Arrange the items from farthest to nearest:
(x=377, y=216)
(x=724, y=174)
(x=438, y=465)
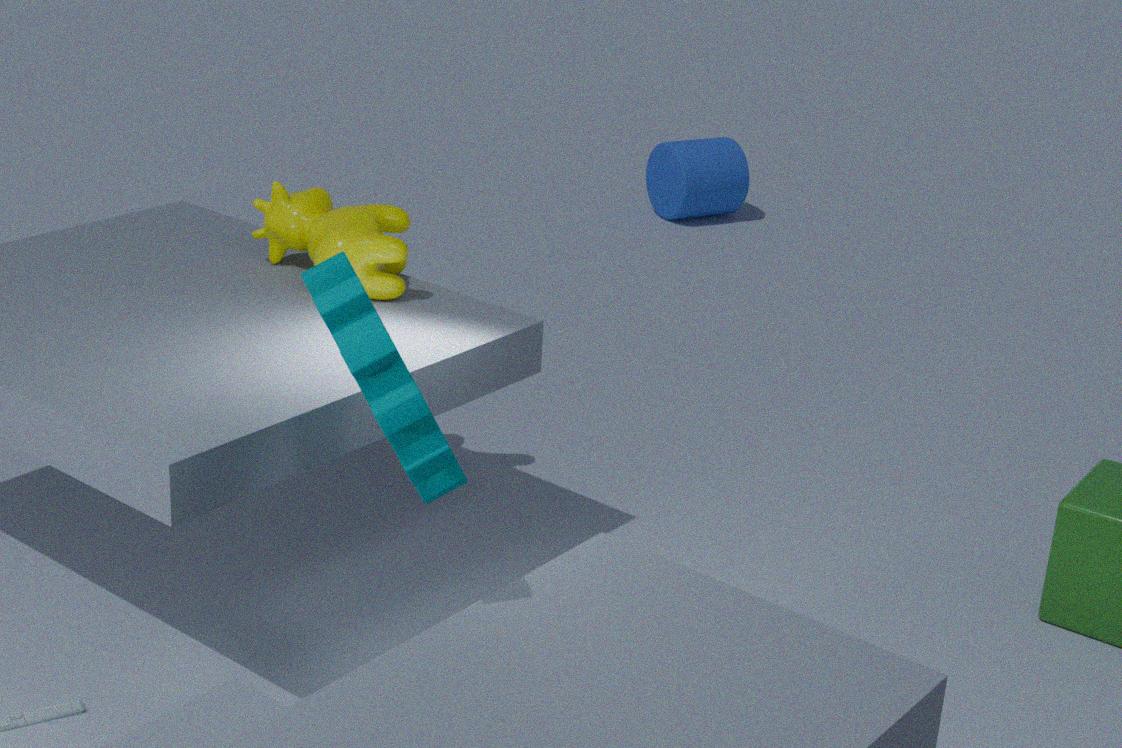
(x=724, y=174)
(x=377, y=216)
(x=438, y=465)
